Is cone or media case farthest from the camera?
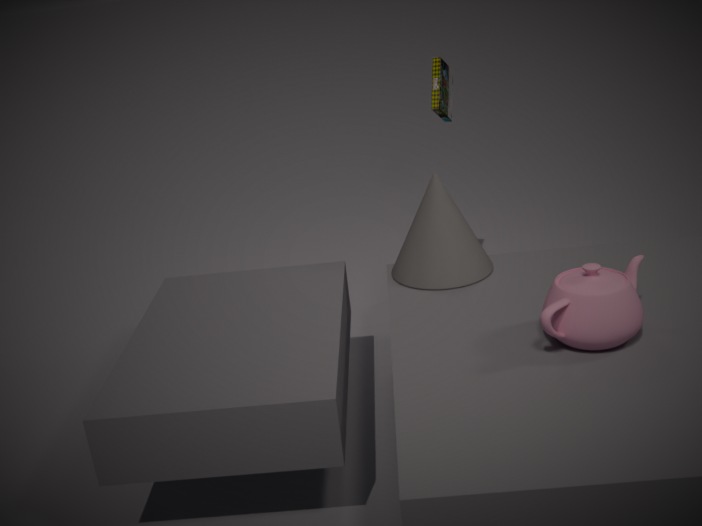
media case
